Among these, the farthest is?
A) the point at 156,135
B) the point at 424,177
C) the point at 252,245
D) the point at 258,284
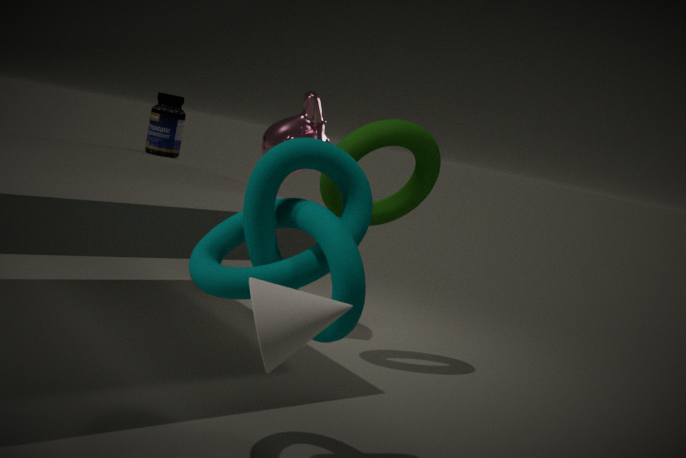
the point at 156,135
